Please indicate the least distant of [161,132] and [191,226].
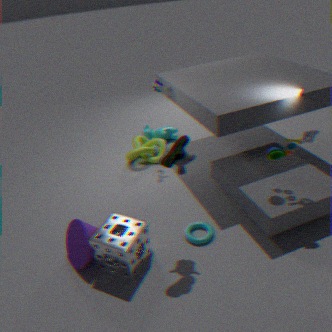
[191,226]
